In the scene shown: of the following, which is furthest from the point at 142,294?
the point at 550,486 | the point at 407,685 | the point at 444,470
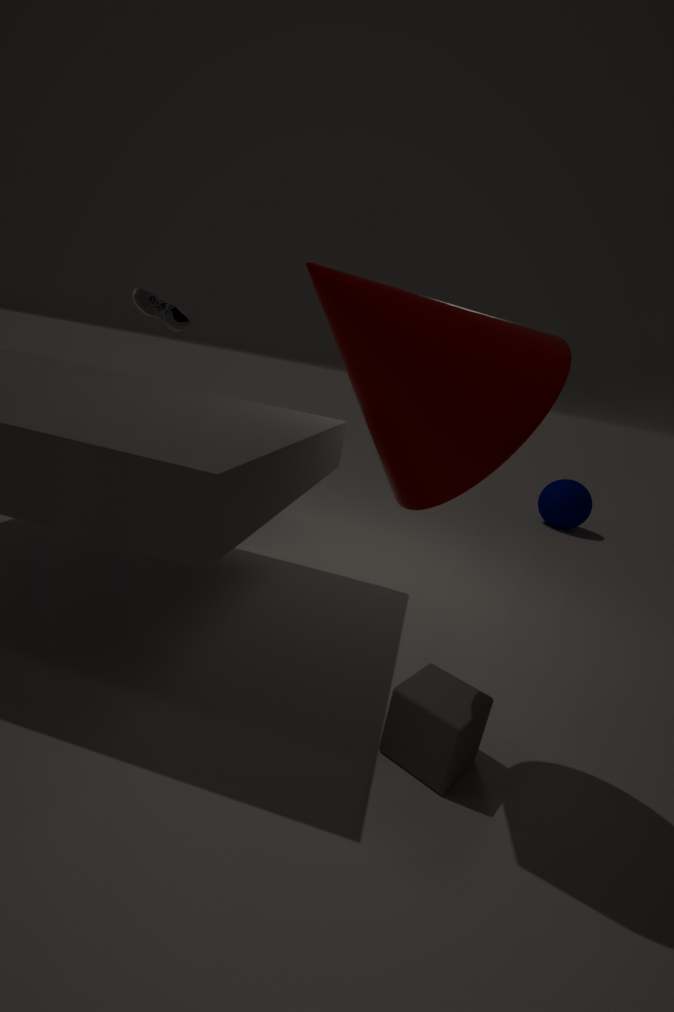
the point at 550,486
